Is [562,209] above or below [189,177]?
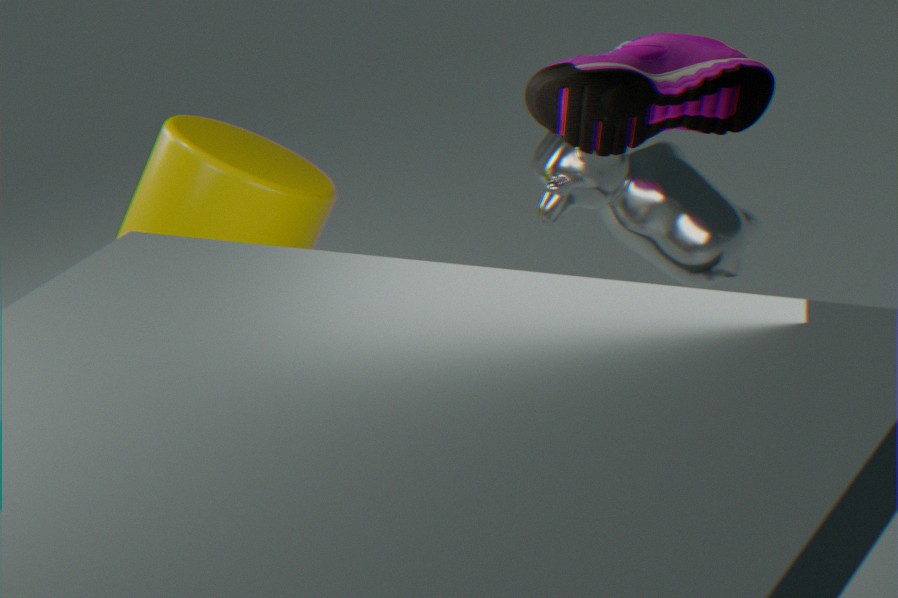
below
